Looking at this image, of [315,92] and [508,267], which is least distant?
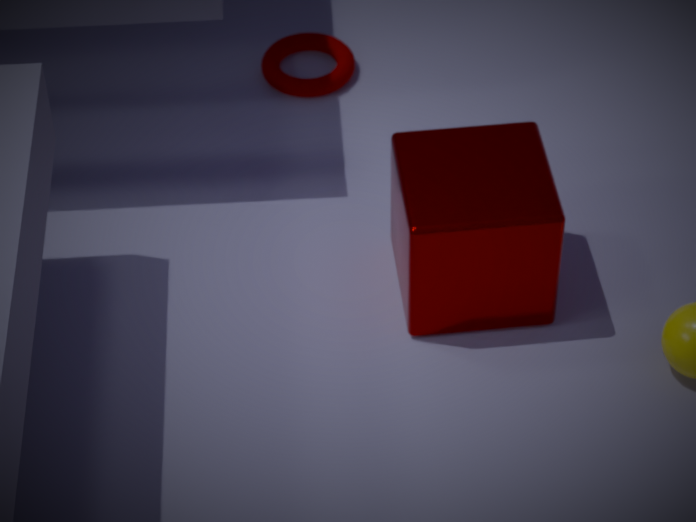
[508,267]
